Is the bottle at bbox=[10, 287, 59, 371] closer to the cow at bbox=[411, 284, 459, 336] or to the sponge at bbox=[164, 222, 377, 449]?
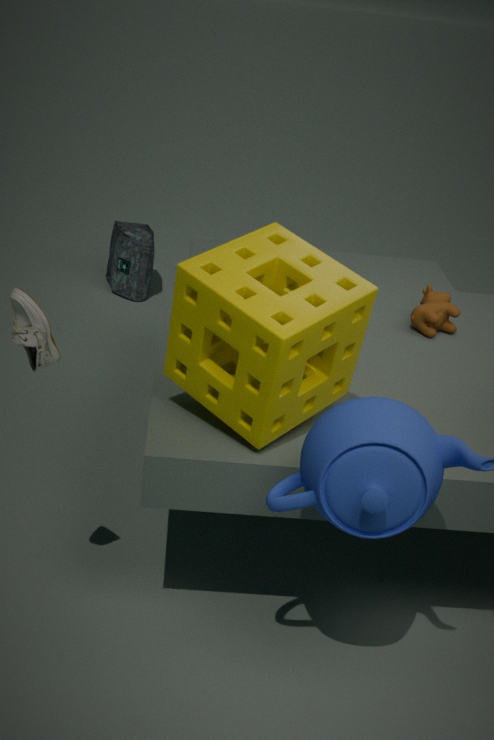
the sponge at bbox=[164, 222, 377, 449]
